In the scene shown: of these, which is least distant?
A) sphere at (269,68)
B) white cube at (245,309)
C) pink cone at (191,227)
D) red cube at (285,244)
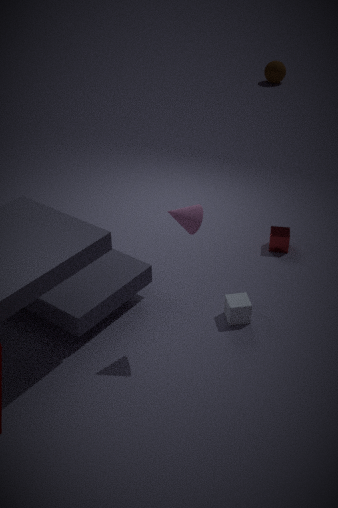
pink cone at (191,227)
